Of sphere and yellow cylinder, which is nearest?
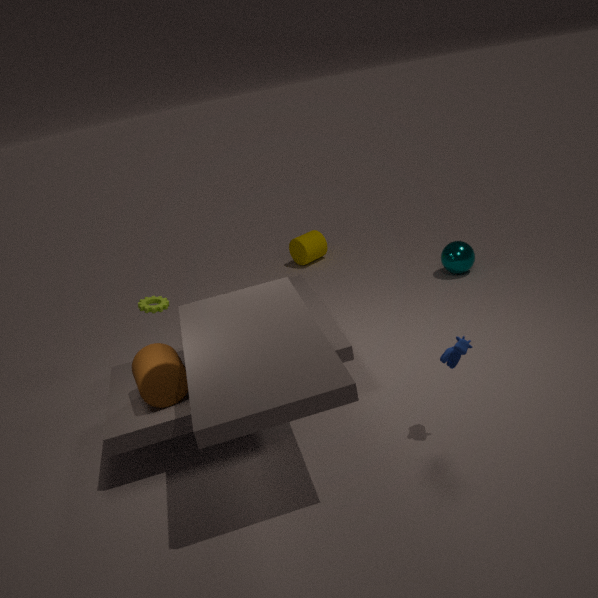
sphere
